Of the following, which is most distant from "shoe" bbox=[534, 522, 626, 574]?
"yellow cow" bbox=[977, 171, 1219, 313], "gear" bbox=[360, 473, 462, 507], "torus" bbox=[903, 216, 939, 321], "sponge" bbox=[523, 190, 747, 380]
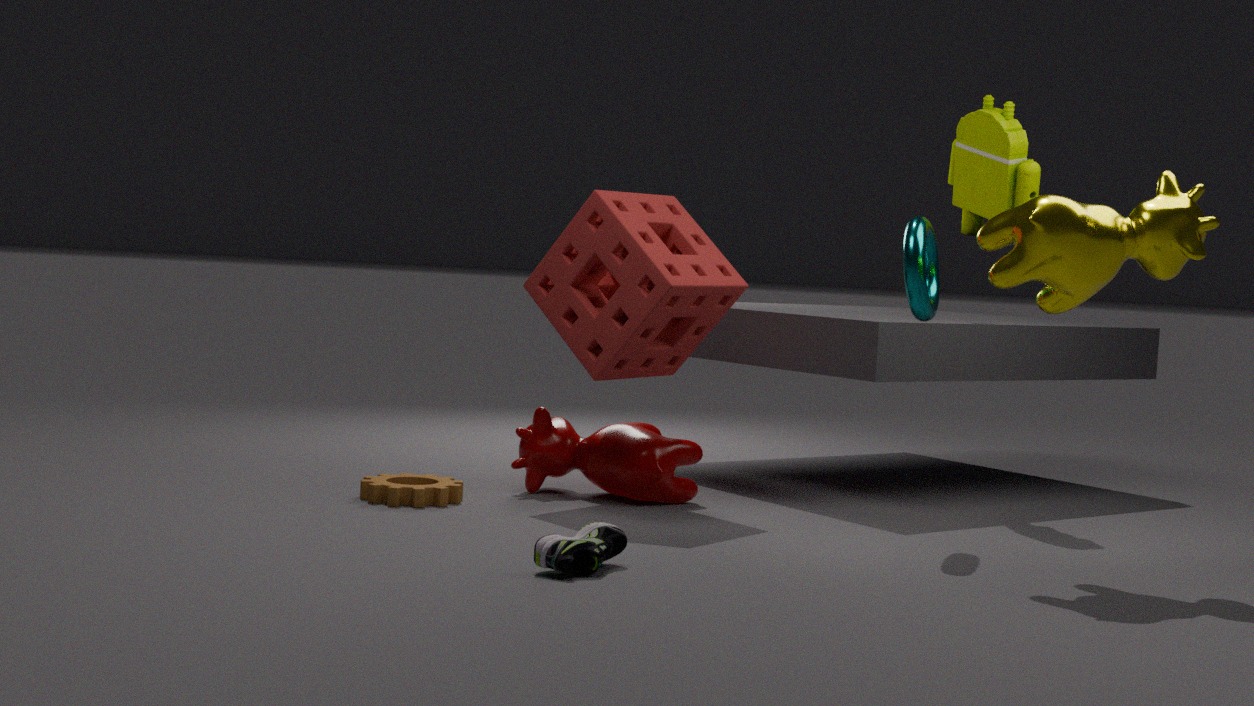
"yellow cow" bbox=[977, 171, 1219, 313]
